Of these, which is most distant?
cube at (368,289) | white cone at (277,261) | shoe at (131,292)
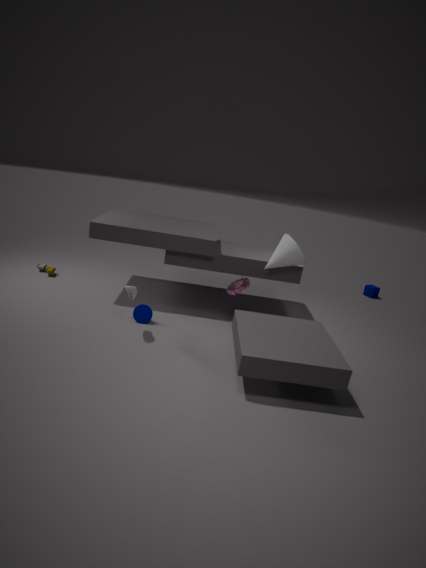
cube at (368,289)
